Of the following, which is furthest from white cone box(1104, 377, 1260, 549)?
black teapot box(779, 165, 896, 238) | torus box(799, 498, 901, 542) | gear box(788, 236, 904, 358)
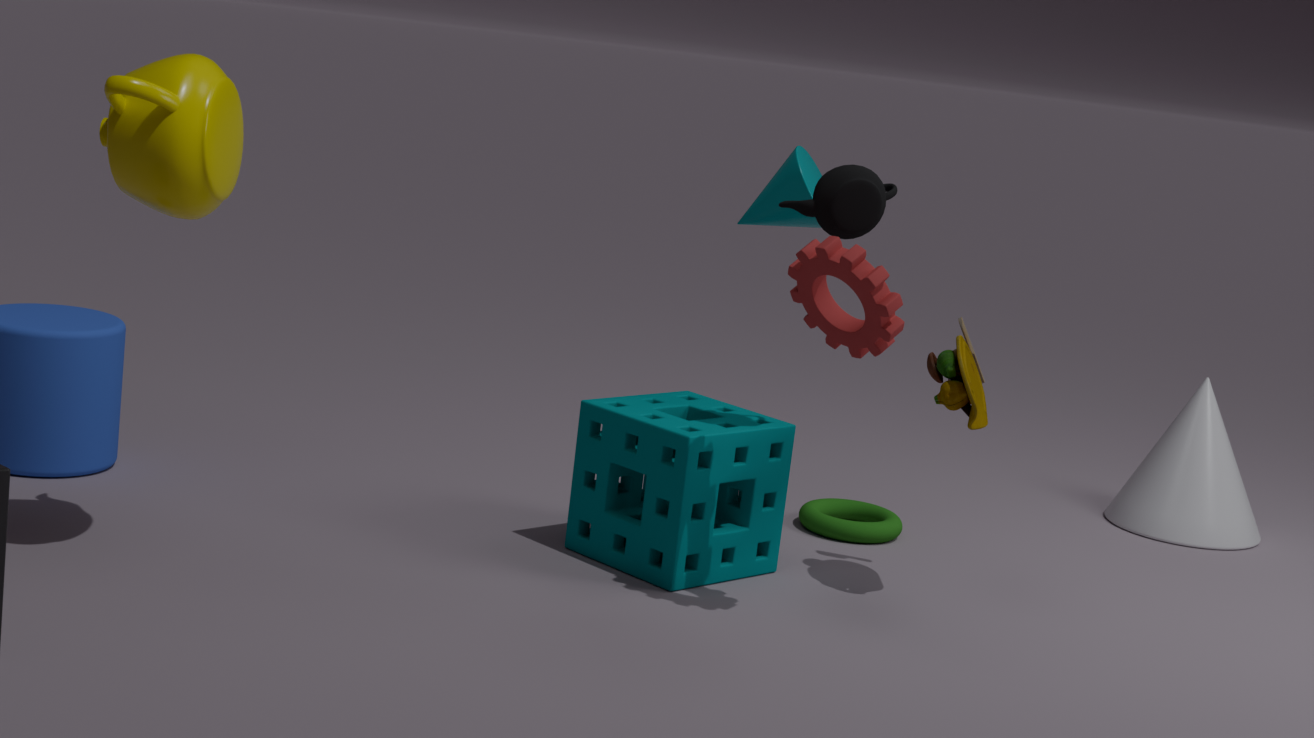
gear box(788, 236, 904, 358)
